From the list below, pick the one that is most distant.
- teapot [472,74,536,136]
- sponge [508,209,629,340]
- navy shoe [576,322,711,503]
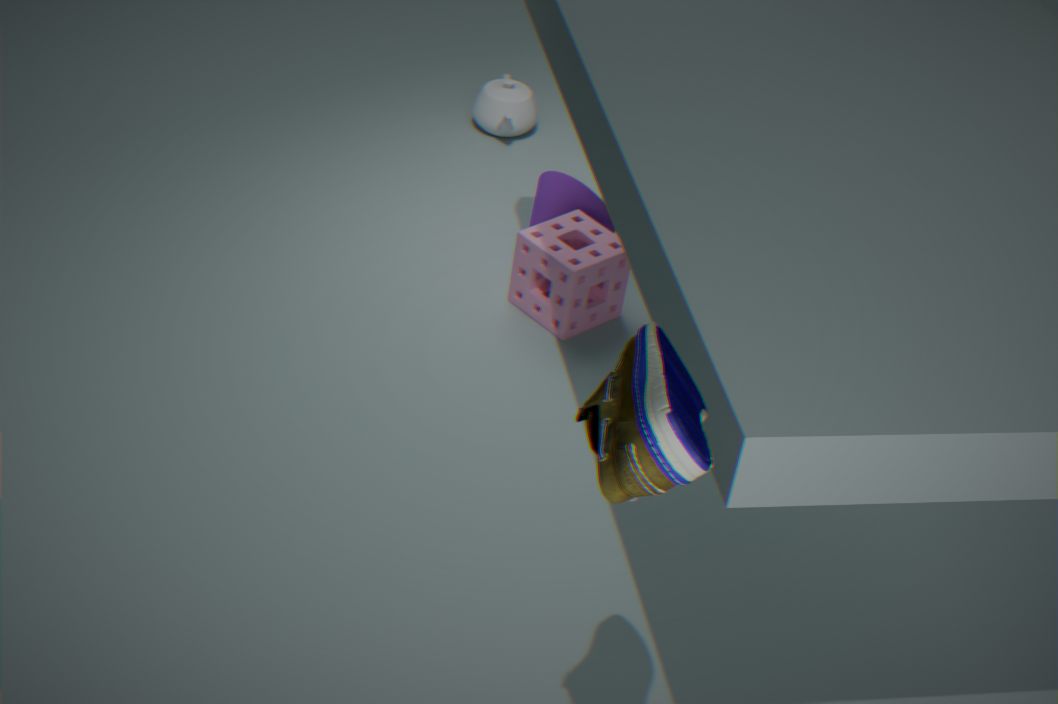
teapot [472,74,536,136]
